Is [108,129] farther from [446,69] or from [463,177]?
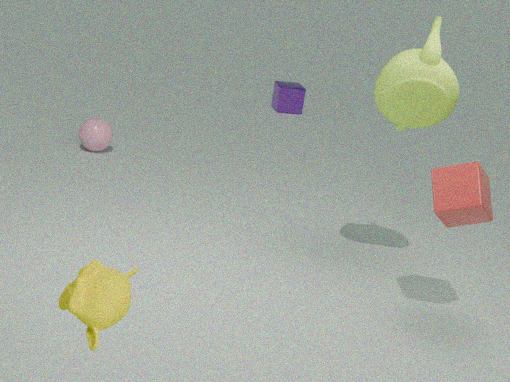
[463,177]
